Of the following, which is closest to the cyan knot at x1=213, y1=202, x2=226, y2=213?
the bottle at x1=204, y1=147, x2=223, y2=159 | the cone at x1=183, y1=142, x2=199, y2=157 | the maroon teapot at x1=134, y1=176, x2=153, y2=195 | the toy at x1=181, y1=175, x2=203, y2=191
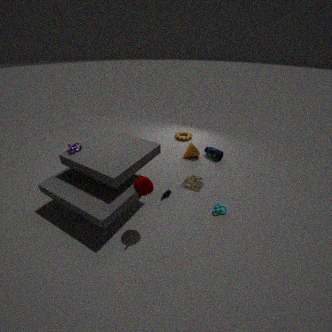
the toy at x1=181, y1=175, x2=203, y2=191
